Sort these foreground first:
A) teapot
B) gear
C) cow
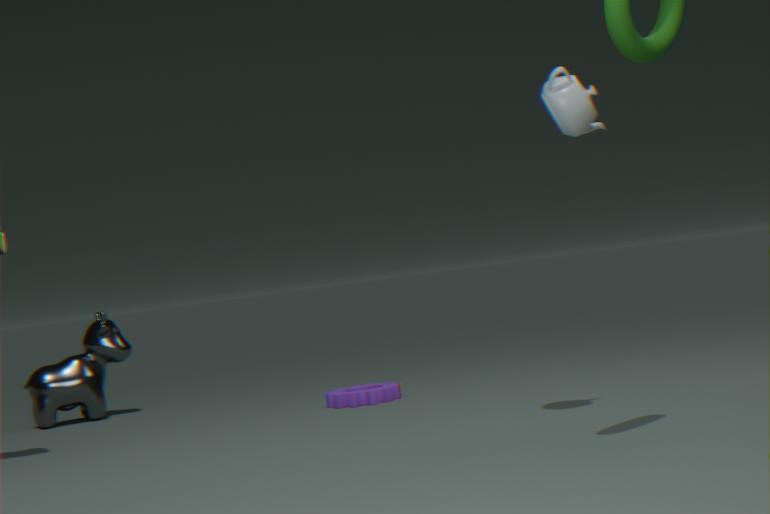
teapot
gear
cow
